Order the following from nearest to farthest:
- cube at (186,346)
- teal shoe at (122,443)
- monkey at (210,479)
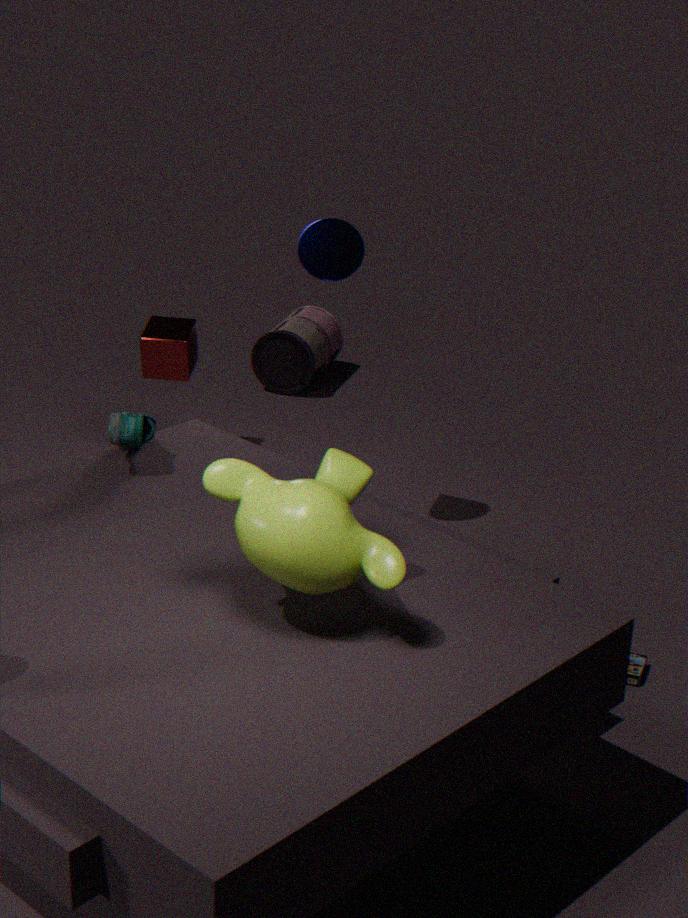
monkey at (210,479) → teal shoe at (122,443) → cube at (186,346)
